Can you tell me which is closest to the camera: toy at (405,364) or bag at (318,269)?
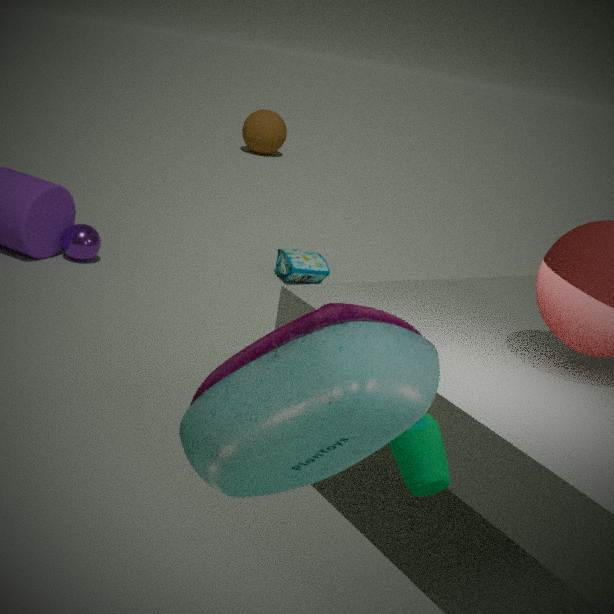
toy at (405,364)
